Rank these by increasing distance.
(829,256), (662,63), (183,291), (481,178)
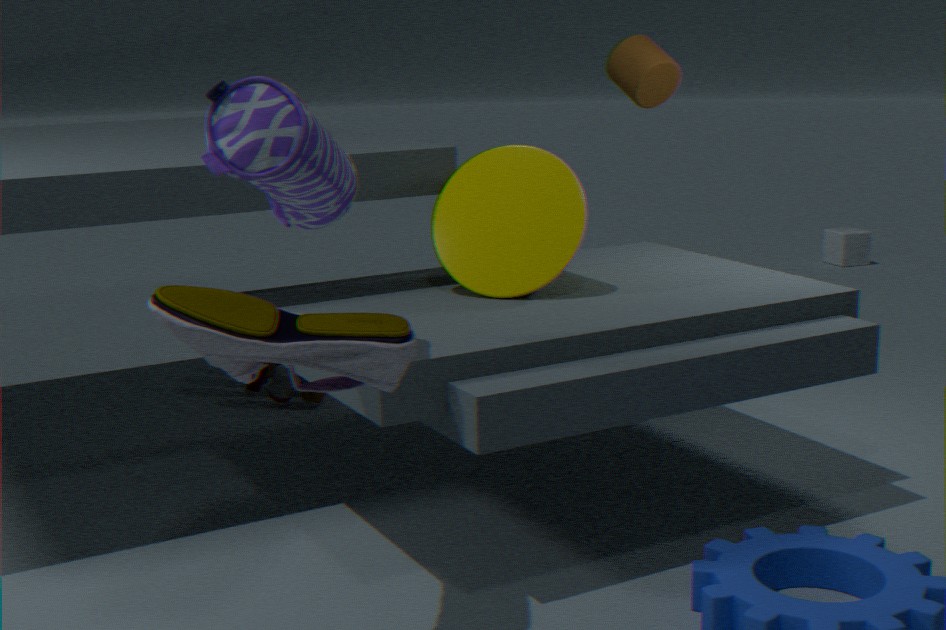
1. (183,291)
2. (481,178)
3. (662,63)
4. (829,256)
